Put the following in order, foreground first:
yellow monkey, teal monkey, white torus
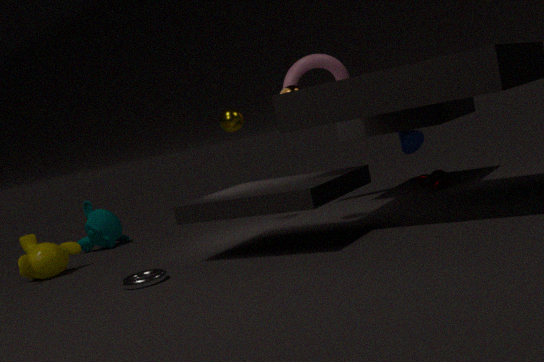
white torus, yellow monkey, teal monkey
